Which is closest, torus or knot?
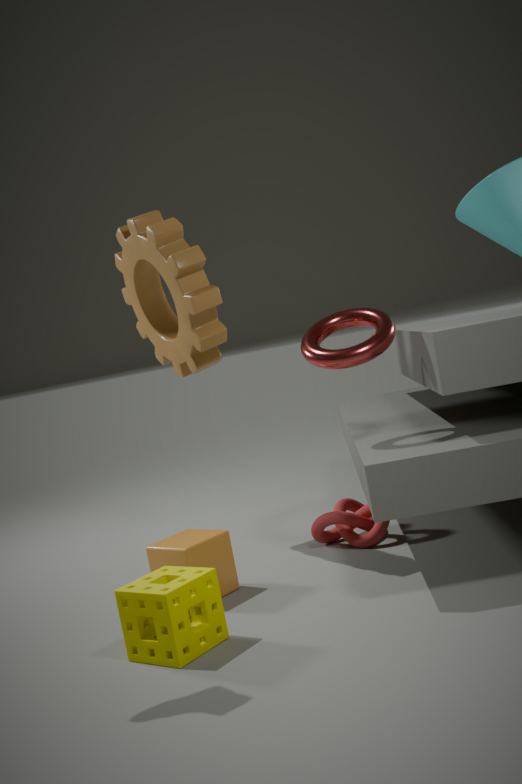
torus
